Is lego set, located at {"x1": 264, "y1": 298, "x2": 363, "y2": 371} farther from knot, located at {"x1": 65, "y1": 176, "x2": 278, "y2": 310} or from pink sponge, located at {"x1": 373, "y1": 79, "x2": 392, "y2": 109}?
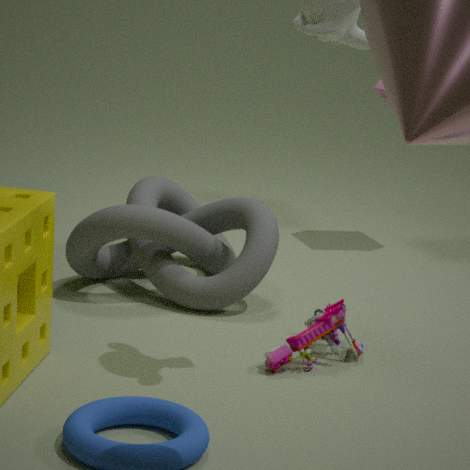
pink sponge, located at {"x1": 373, "y1": 79, "x2": 392, "y2": 109}
